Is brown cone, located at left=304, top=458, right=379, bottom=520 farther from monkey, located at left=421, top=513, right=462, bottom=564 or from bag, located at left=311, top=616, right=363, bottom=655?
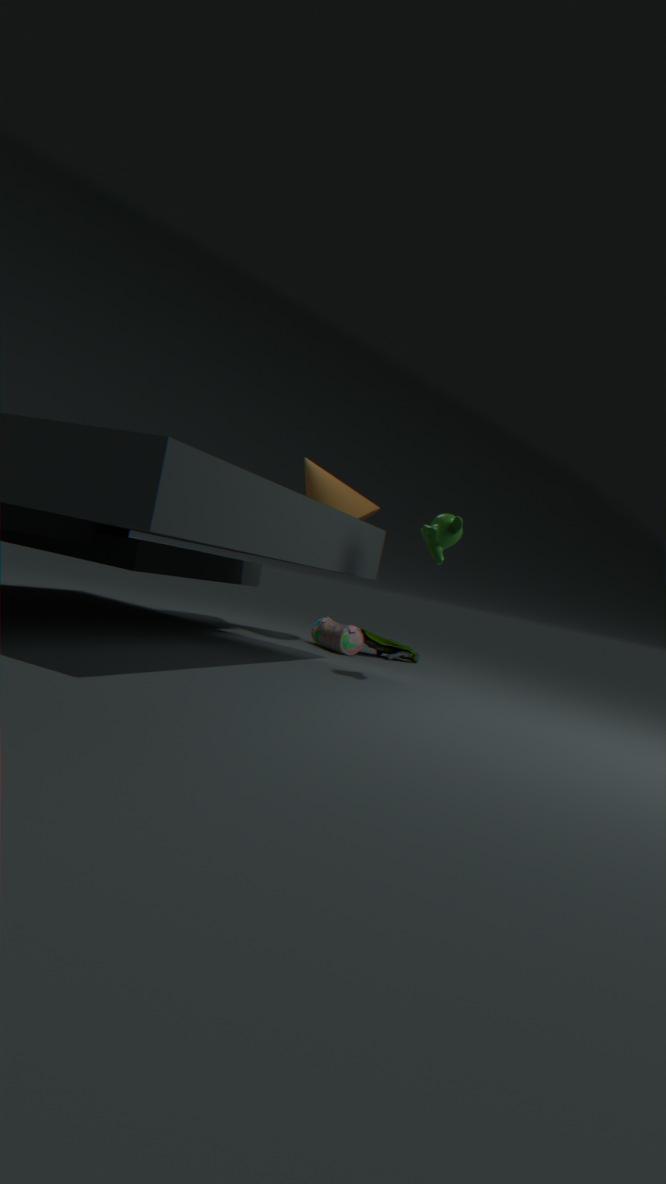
monkey, located at left=421, top=513, right=462, bottom=564
